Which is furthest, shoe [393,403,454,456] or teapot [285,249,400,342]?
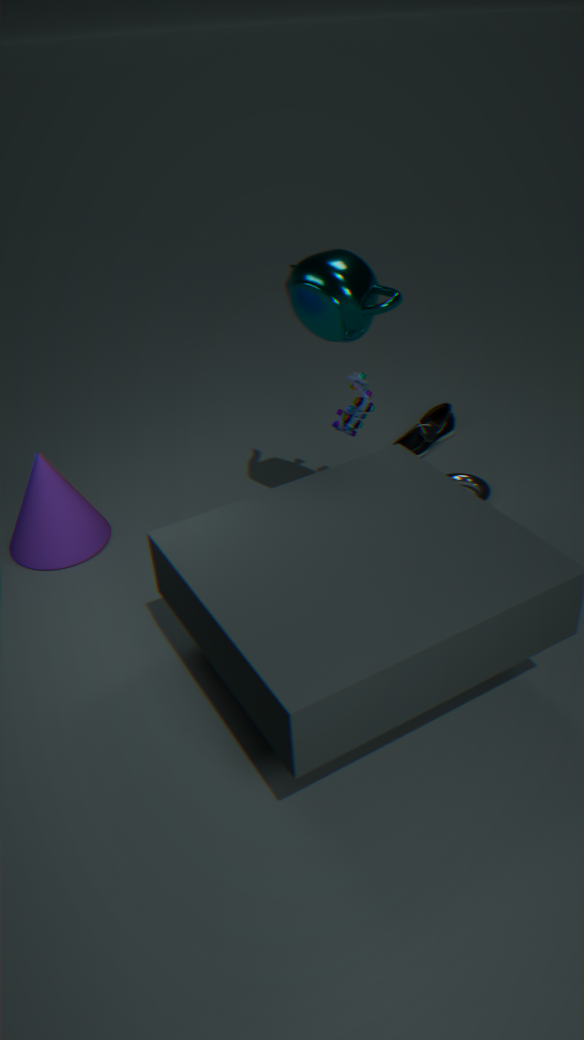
shoe [393,403,454,456]
